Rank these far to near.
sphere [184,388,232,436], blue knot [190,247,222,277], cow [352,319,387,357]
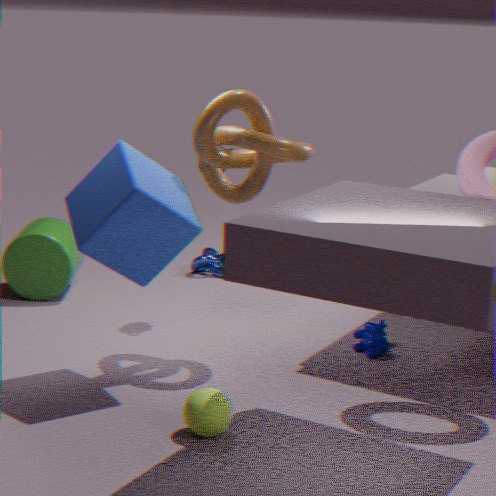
blue knot [190,247,222,277]
cow [352,319,387,357]
sphere [184,388,232,436]
